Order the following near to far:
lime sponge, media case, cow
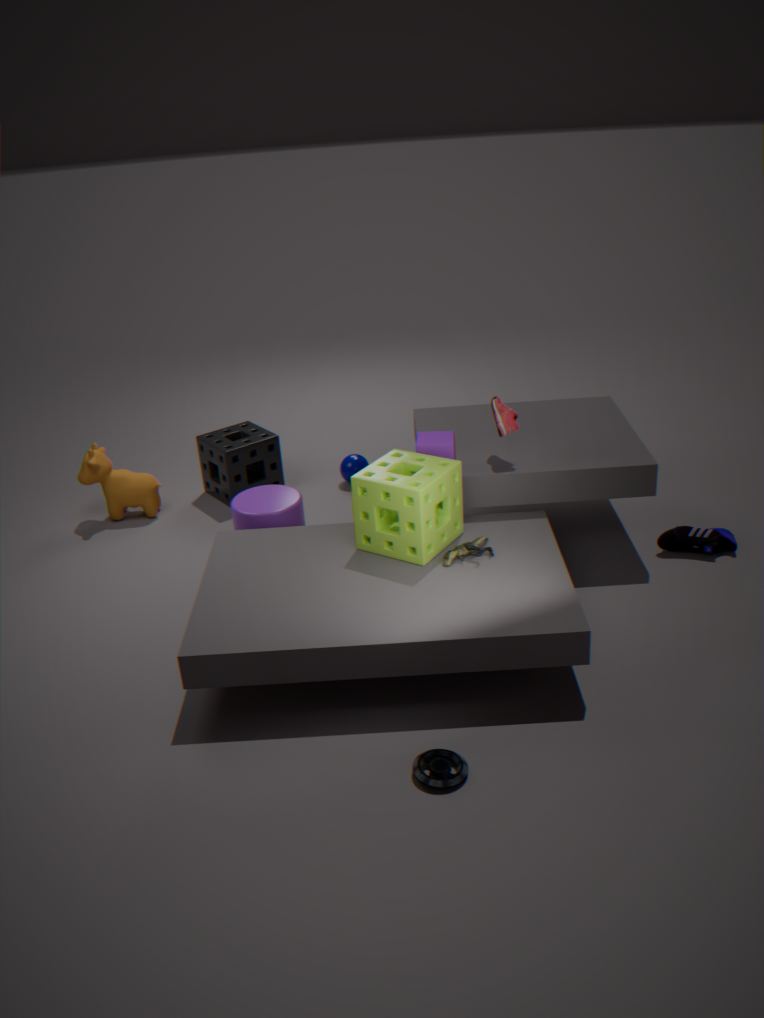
media case, lime sponge, cow
